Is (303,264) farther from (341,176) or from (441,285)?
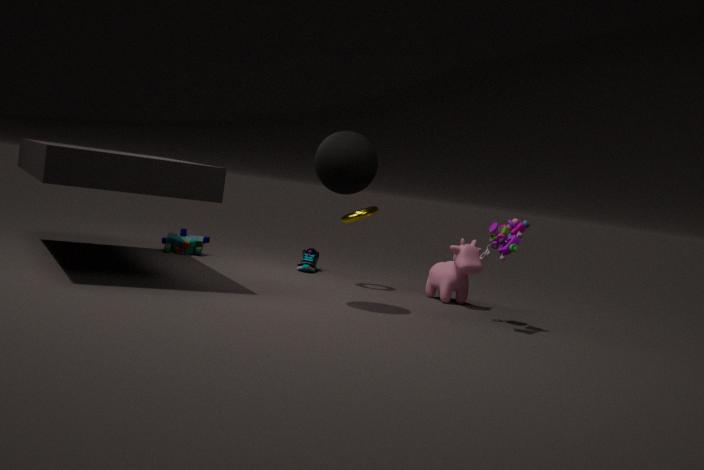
(341,176)
